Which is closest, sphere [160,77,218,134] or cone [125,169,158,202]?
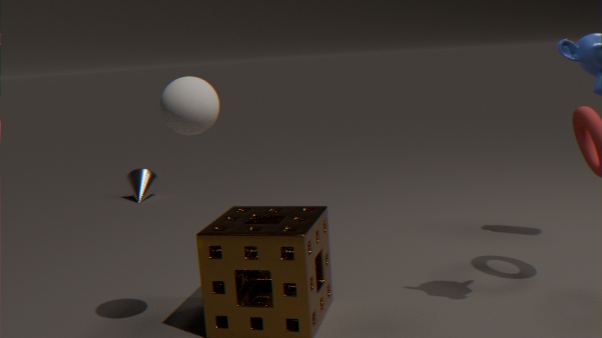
sphere [160,77,218,134]
